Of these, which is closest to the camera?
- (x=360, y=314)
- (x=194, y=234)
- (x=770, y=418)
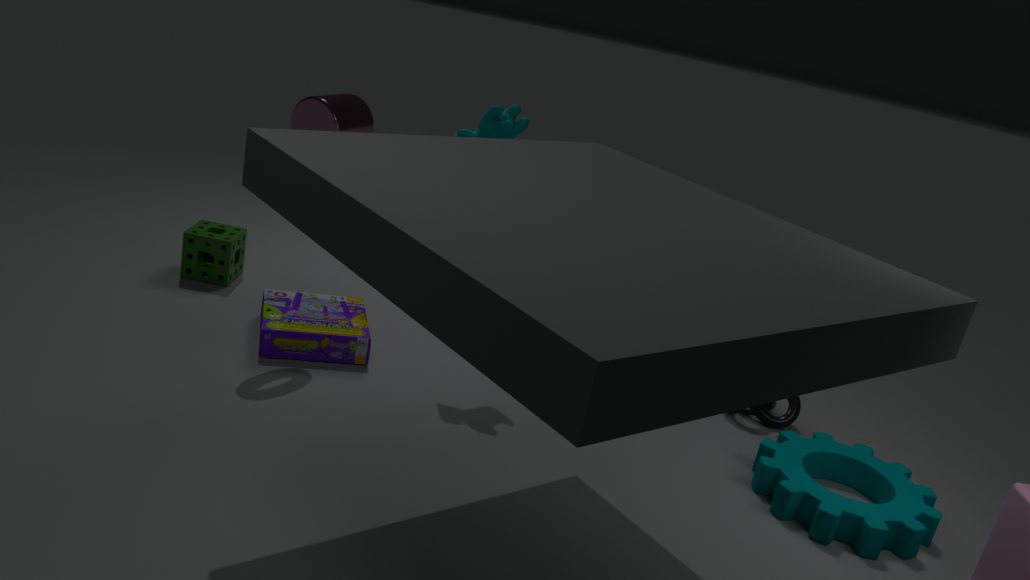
(x=360, y=314)
